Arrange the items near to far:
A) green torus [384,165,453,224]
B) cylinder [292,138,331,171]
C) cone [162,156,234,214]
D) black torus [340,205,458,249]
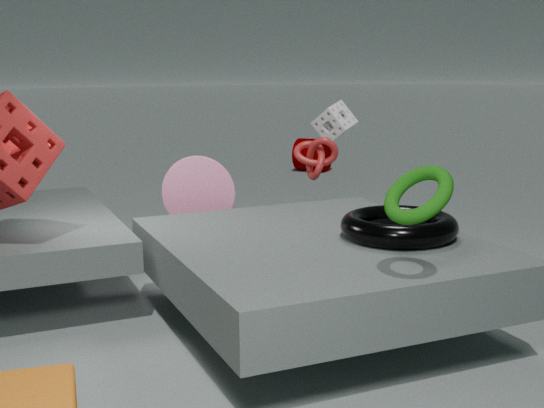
green torus [384,165,453,224] < black torus [340,205,458,249] < cone [162,156,234,214] < cylinder [292,138,331,171]
